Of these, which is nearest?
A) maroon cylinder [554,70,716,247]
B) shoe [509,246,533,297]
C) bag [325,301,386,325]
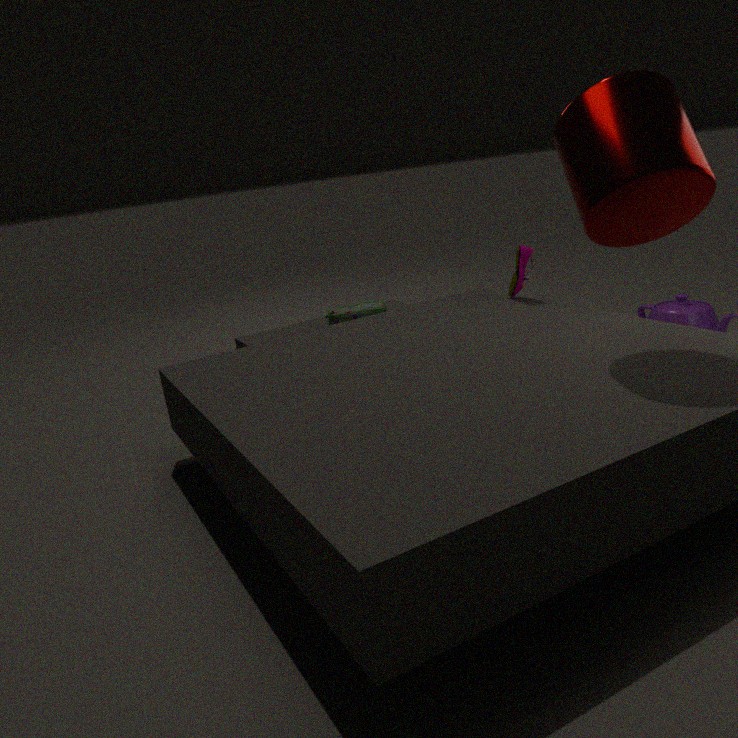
maroon cylinder [554,70,716,247]
